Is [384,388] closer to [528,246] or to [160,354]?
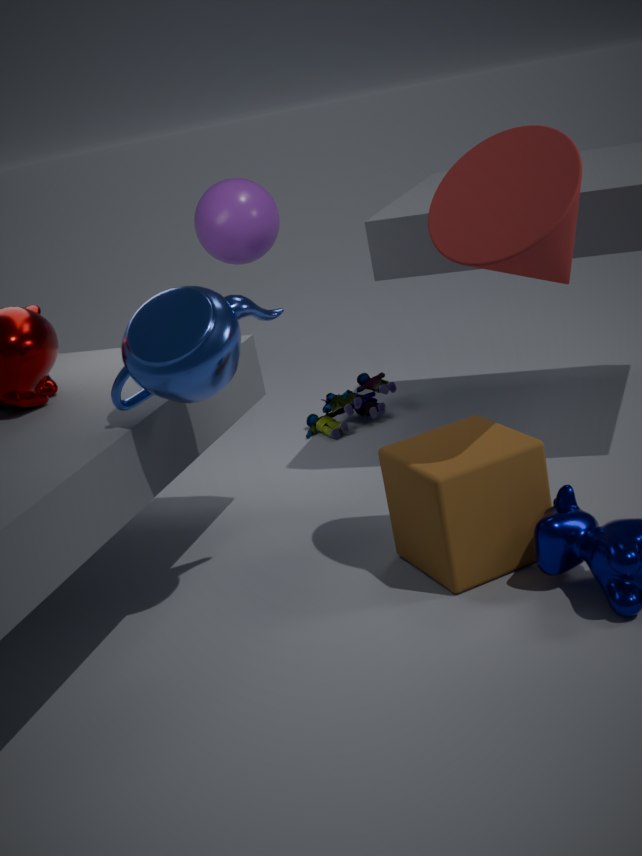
[160,354]
